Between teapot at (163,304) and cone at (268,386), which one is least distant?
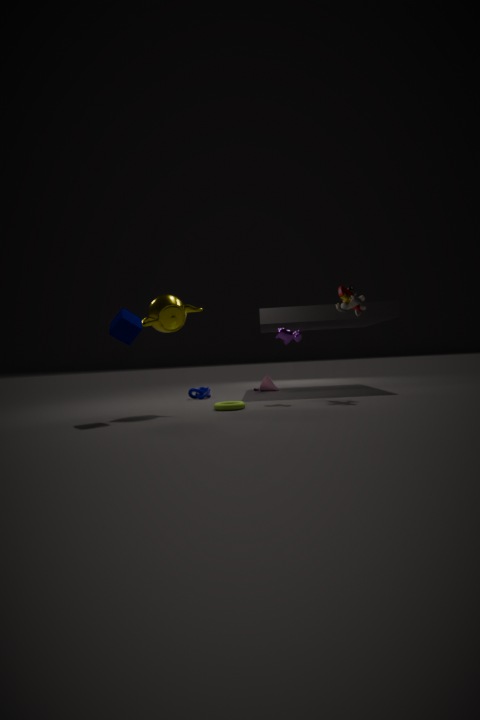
teapot at (163,304)
